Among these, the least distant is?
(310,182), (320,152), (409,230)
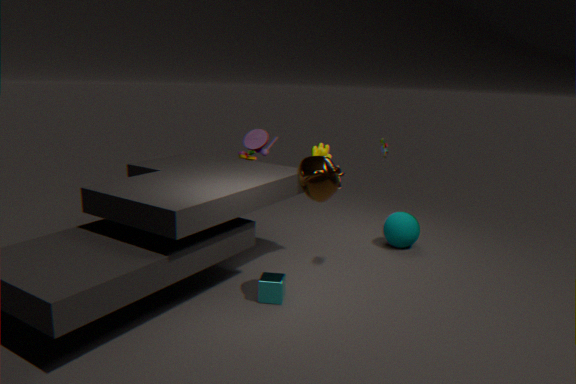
(310,182)
